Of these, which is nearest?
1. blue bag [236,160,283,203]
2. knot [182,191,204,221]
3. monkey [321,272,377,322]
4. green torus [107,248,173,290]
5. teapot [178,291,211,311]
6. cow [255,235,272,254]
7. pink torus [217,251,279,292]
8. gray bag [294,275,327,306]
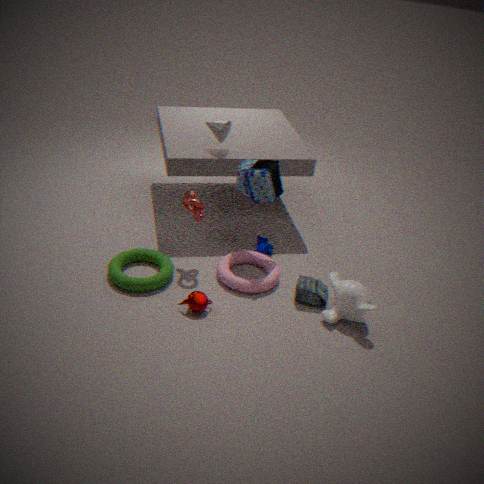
monkey [321,272,377,322]
